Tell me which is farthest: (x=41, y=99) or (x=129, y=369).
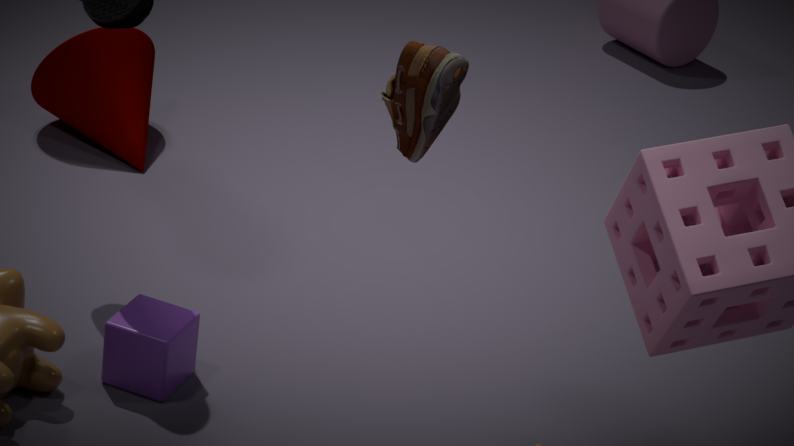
(x=41, y=99)
